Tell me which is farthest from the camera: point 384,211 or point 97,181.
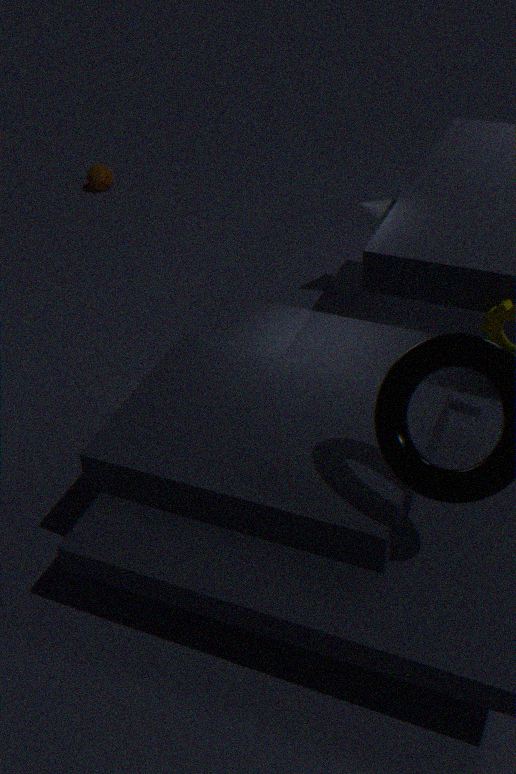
point 97,181
